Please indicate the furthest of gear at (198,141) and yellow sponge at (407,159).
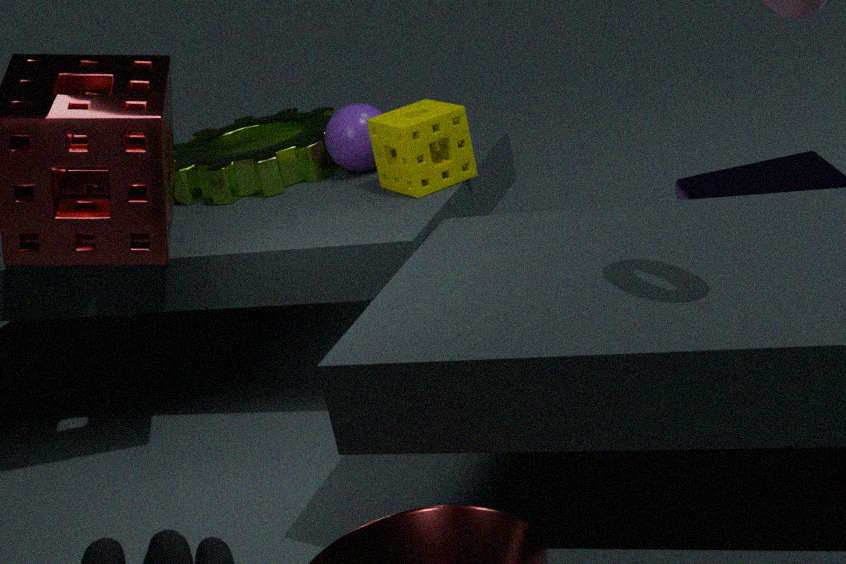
gear at (198,141)
